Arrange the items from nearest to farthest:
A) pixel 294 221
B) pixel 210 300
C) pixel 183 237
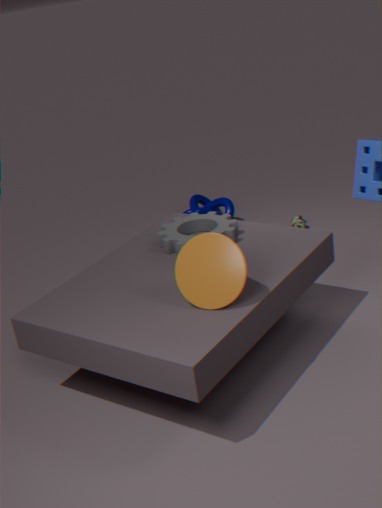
pixel 210 300 < pixel 183 237 < pixel 294 221
